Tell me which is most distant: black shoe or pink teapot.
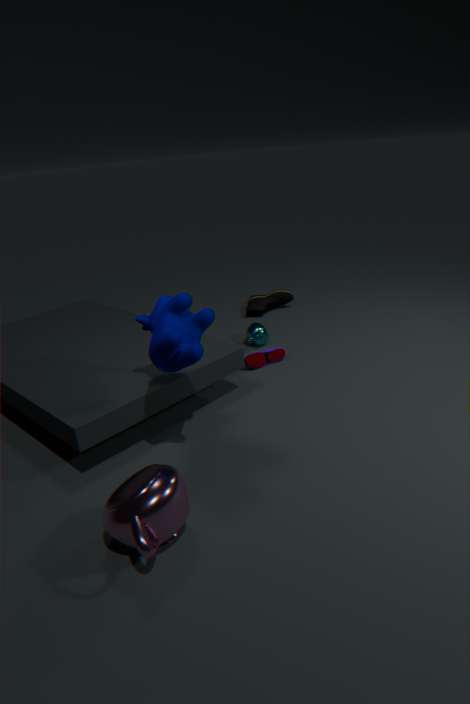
black shoe
